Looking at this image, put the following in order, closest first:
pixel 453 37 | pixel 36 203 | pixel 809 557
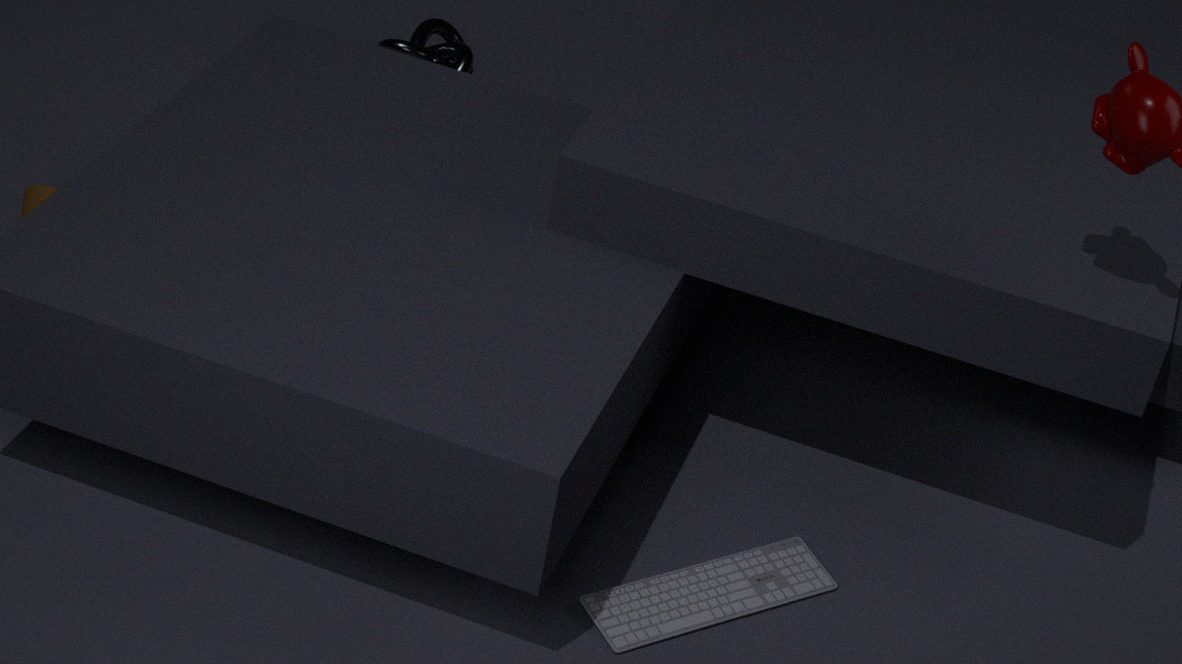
pixel 809 557, pixel 36 203, pixel 453 37
